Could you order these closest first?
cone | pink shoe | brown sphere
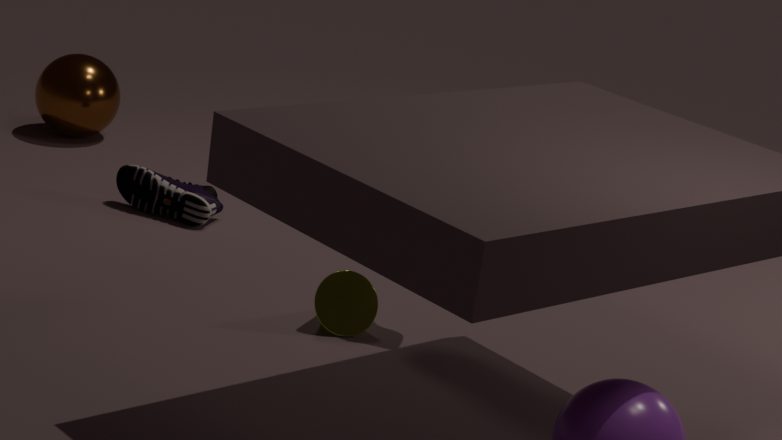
cone, pink shoe, brown sphere
